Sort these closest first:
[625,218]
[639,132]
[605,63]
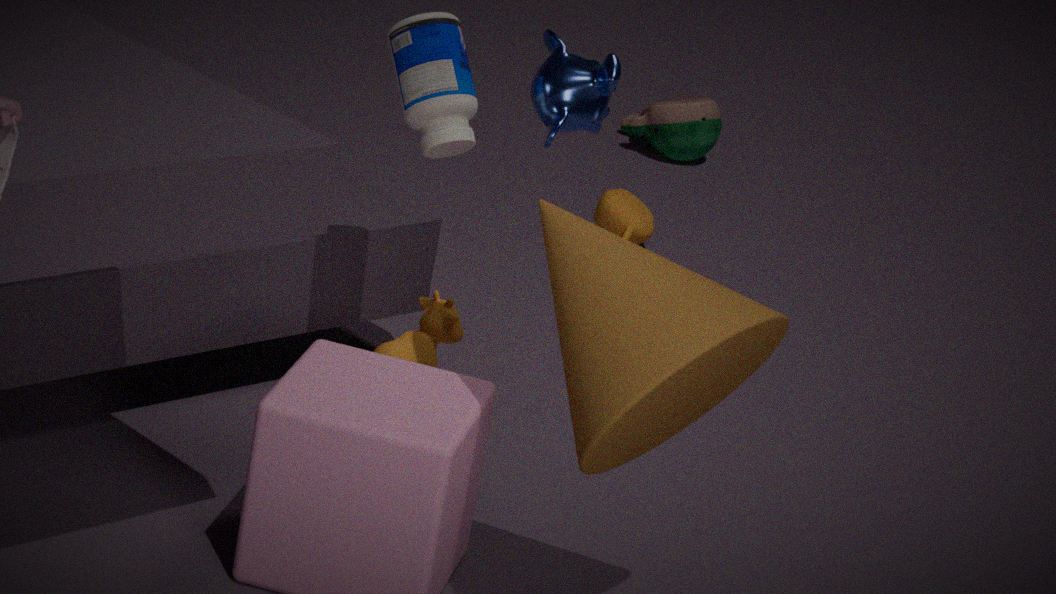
[605,63]
[625,218]
[639,132]
